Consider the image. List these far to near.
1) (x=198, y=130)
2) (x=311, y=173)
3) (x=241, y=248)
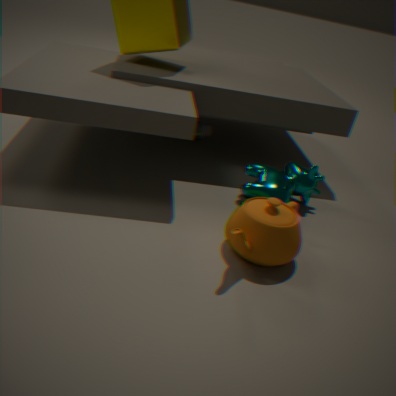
1. 1. (x=198, y=130)
2. 2. (x=311, y=173)
3. 3. (x=241, y=248)
